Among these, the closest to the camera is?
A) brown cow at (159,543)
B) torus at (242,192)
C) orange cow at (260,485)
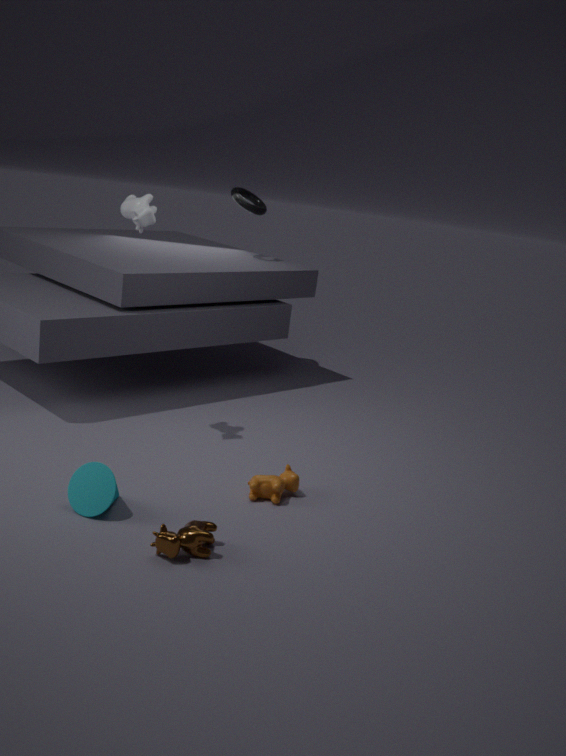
brown cow at (159,543)
